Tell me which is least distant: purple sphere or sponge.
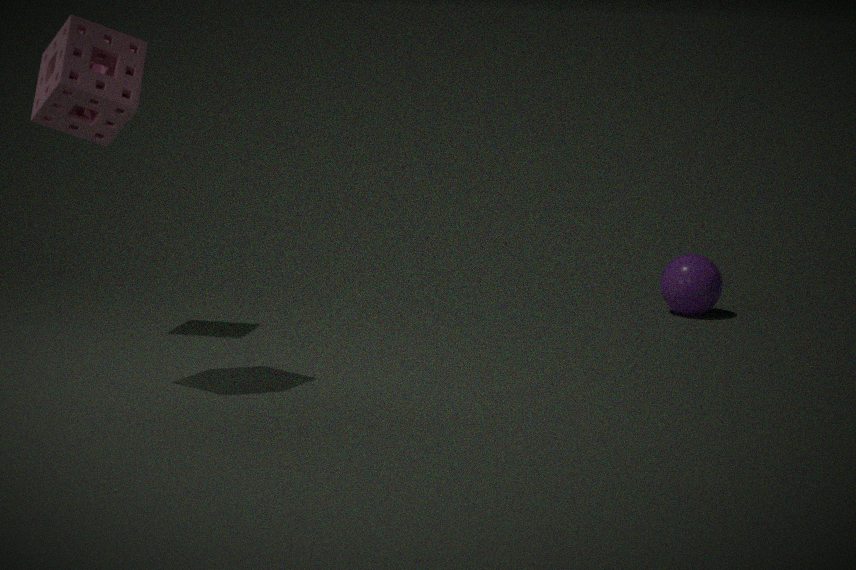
sponge
